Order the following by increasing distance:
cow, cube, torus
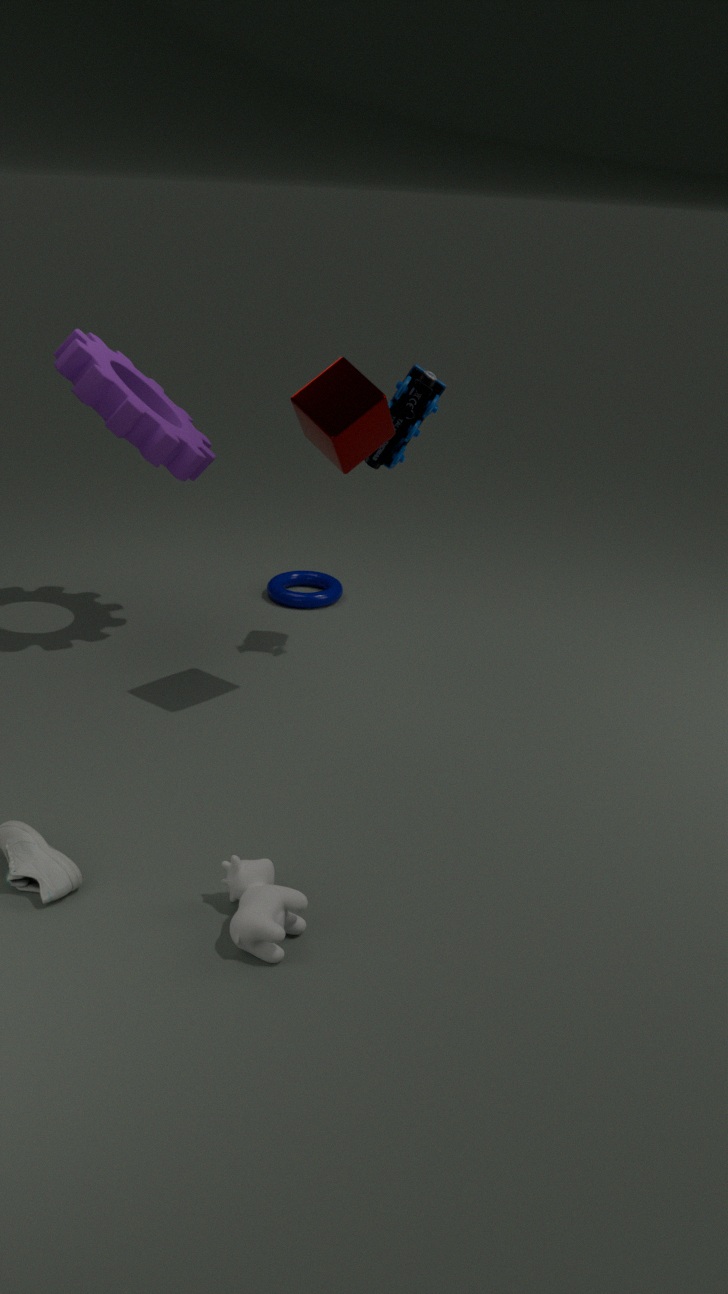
cow → cube → torus
